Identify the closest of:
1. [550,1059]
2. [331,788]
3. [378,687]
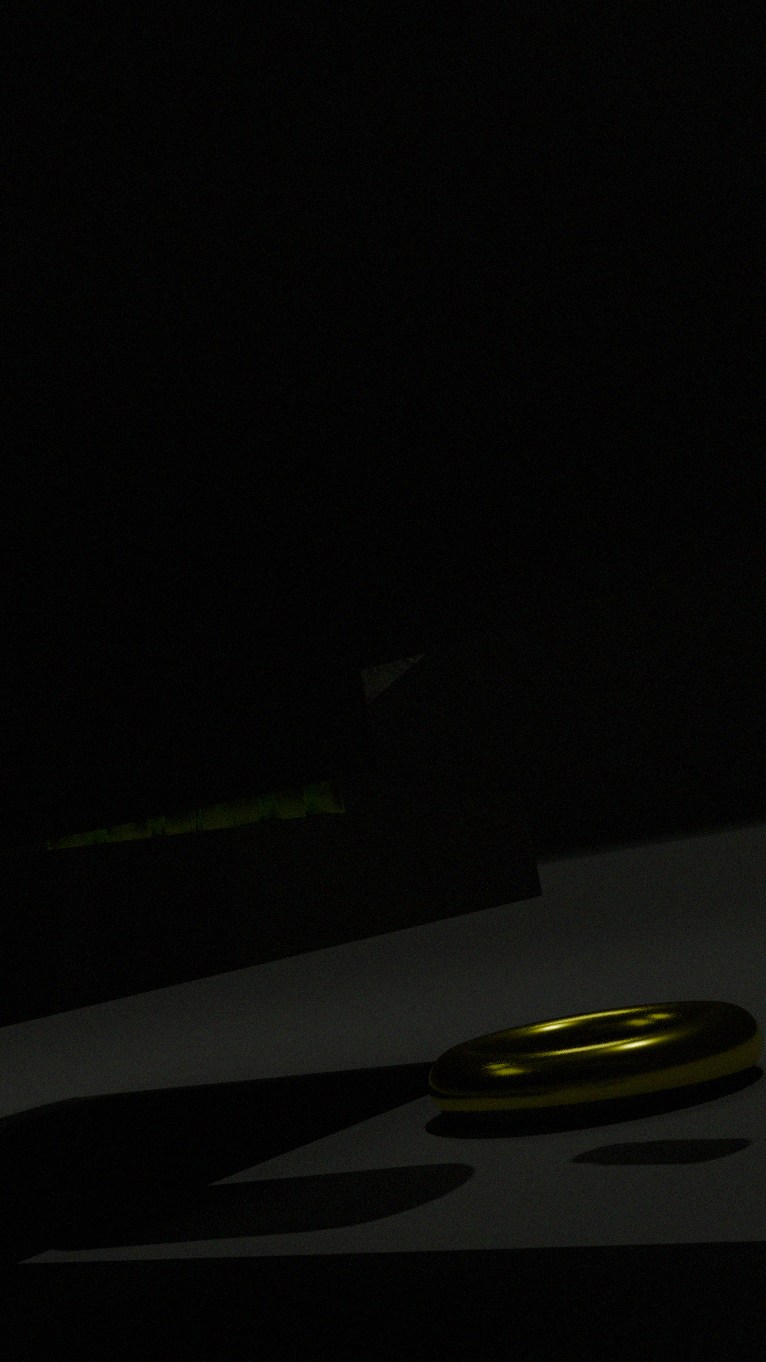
[550,1059]
